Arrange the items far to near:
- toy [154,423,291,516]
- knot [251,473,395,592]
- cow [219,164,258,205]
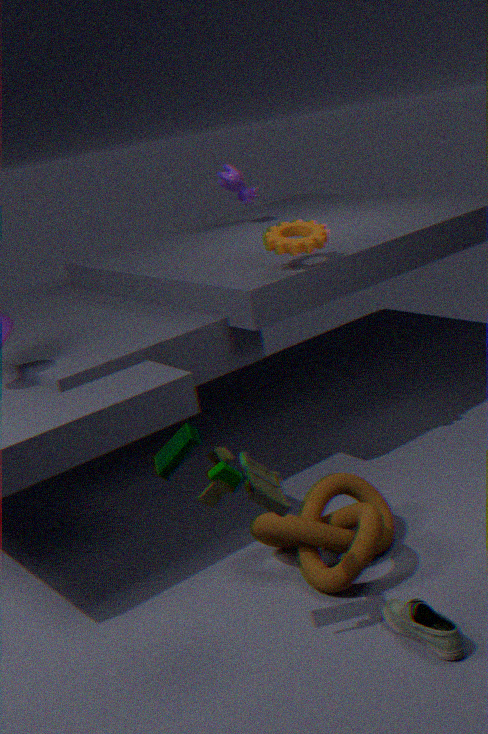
cow [219,164,258,205], knot [251,473,395,592], toy [154,423,291,516]
